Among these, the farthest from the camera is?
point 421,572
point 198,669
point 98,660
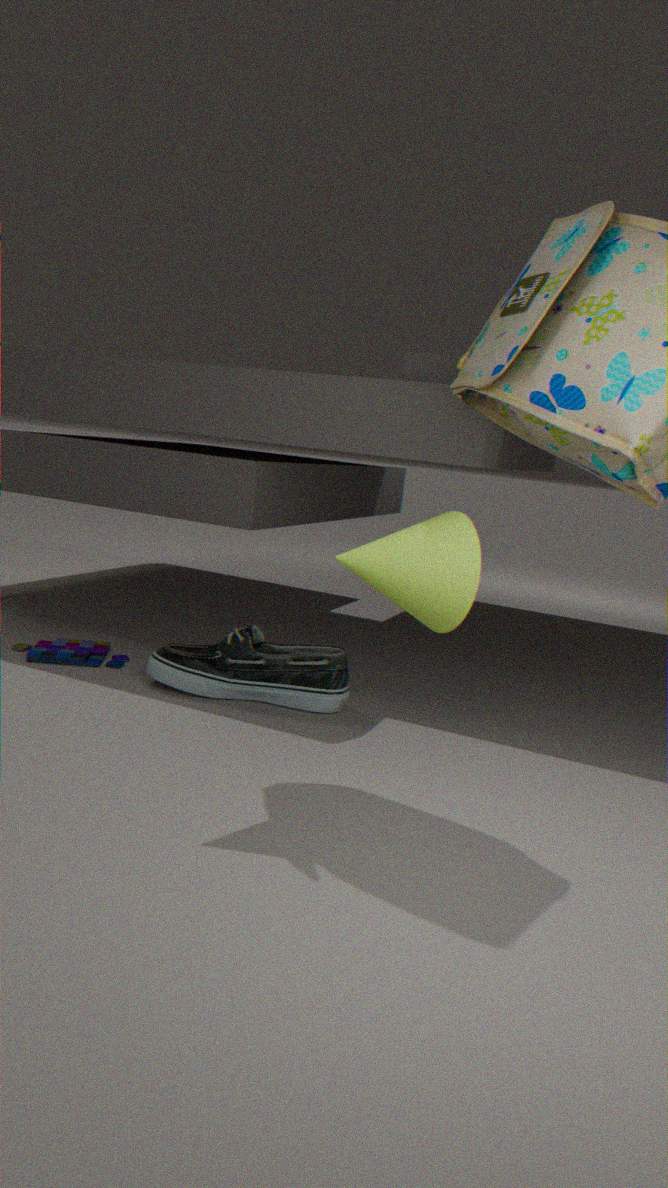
point 98,660
